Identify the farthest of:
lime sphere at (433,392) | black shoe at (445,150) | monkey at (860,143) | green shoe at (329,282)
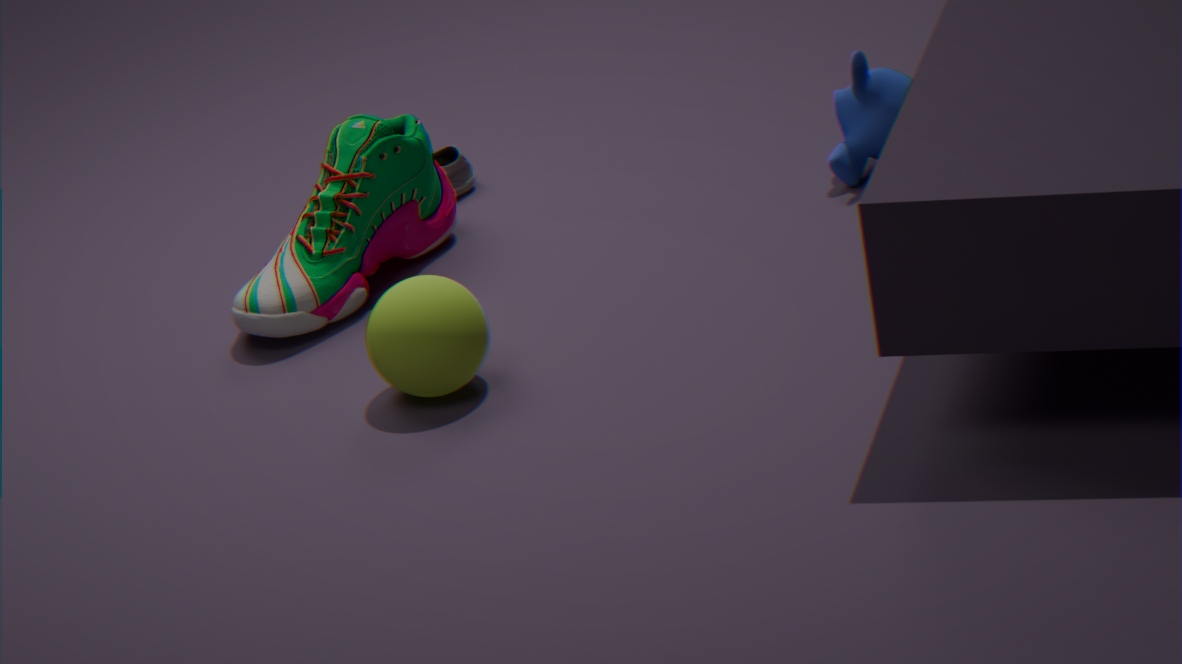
black shoe at (445,150)
